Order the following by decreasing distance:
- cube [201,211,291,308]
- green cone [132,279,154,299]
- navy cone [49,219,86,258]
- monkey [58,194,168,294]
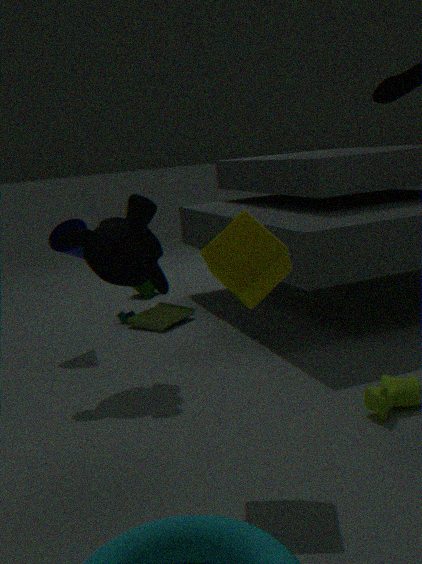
green cone [132,279,154,299], navy cone [49,219,86,258], monkey [58,194,168,294], cube [201,211,291,308]
